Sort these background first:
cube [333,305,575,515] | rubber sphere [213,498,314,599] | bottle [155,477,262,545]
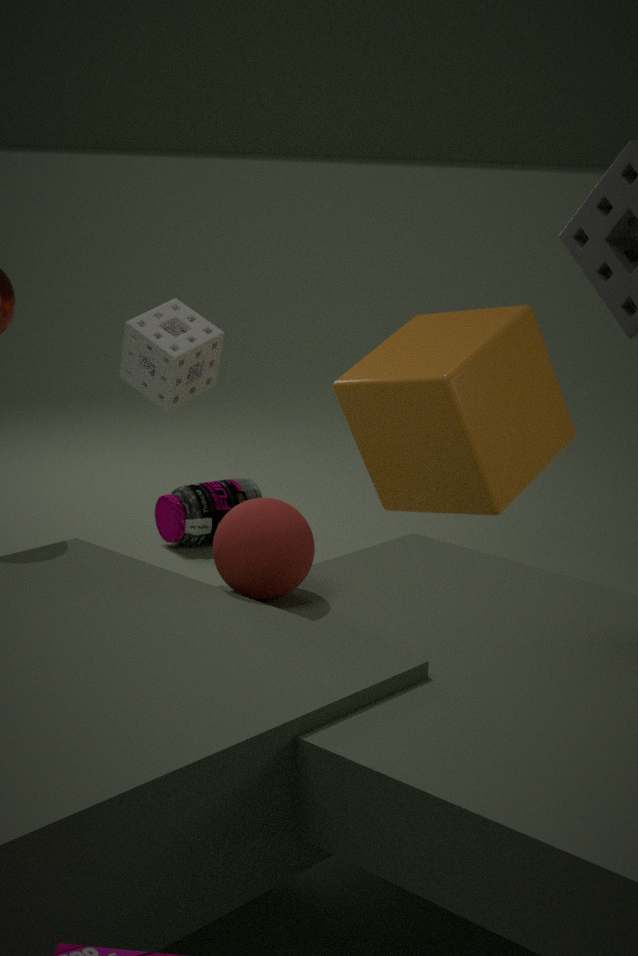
bottle [155,477,262,545] < cube [333,305,575,515] < rubber sphere [213,498,314,599]
